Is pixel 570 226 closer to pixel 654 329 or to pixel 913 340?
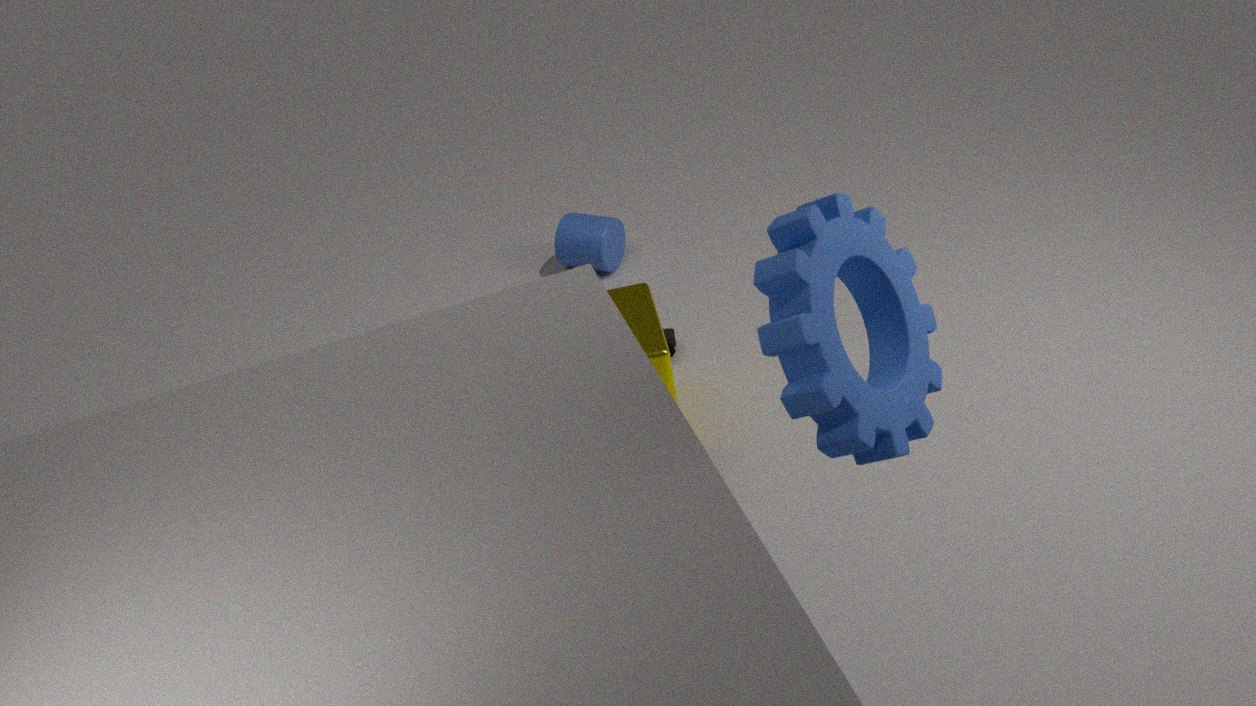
pixel 654 329
